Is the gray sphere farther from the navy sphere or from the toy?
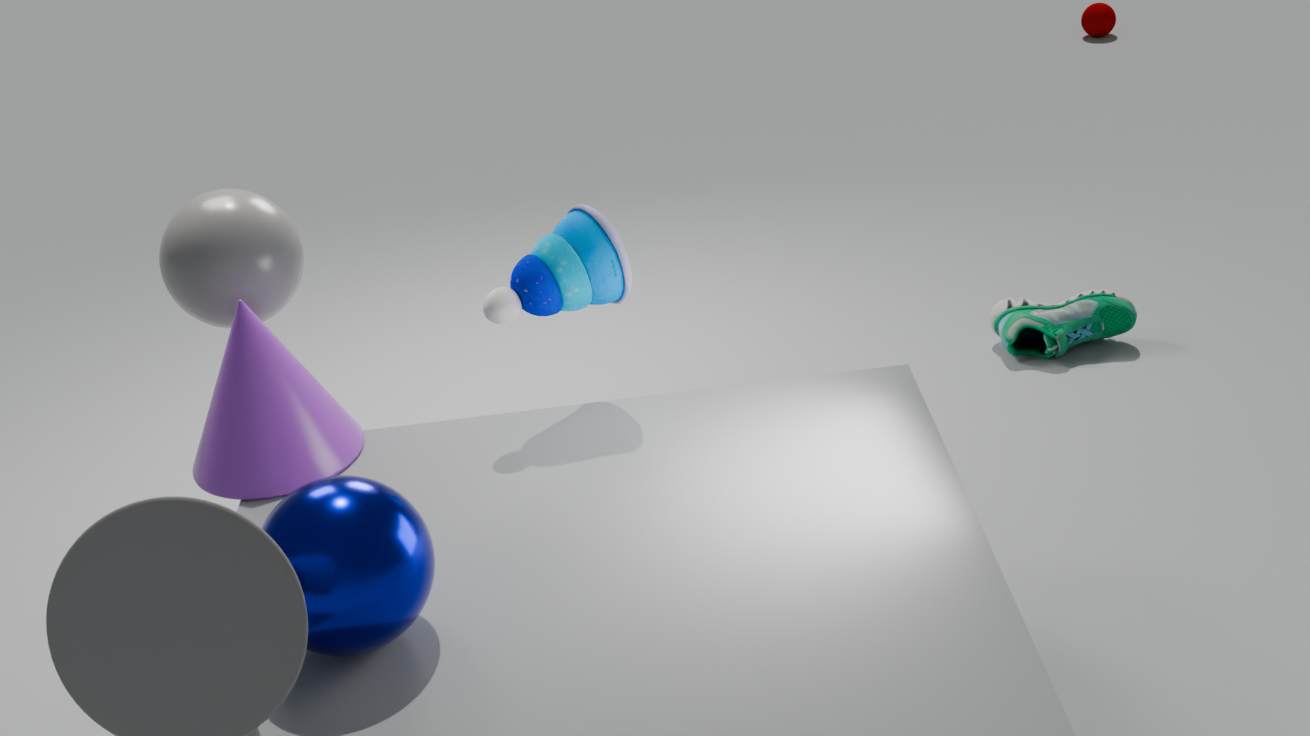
the navy sphere
